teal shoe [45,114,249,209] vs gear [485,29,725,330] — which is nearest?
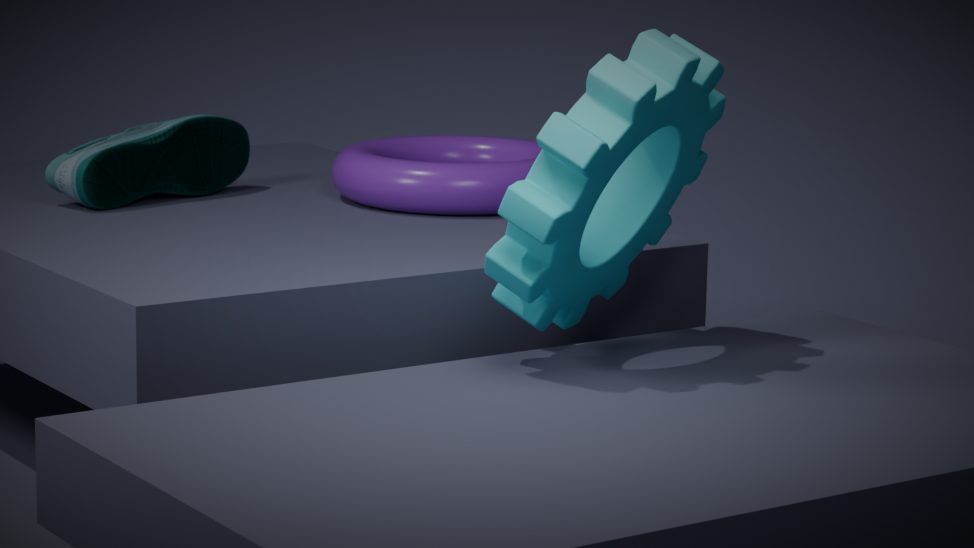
gear [485,29,725,330]
